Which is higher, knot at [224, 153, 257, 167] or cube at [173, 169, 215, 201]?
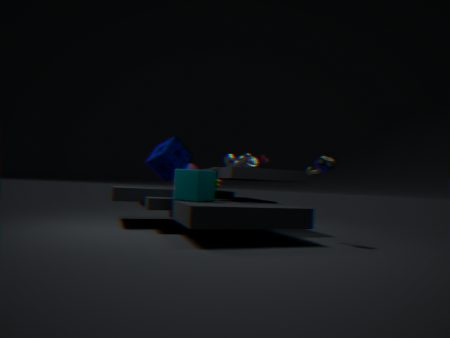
knot at [224, 153, 257, 167]
